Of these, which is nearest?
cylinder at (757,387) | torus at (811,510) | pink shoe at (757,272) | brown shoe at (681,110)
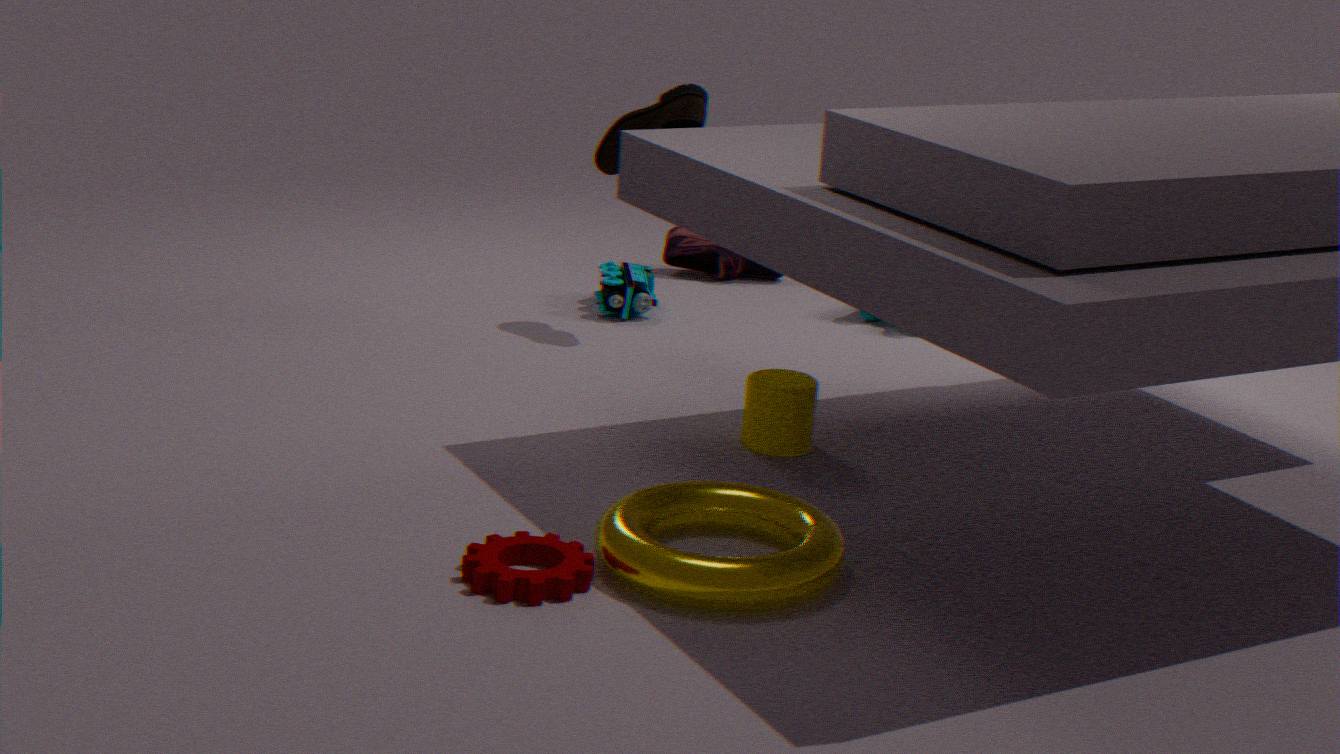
torus at (811,510)
